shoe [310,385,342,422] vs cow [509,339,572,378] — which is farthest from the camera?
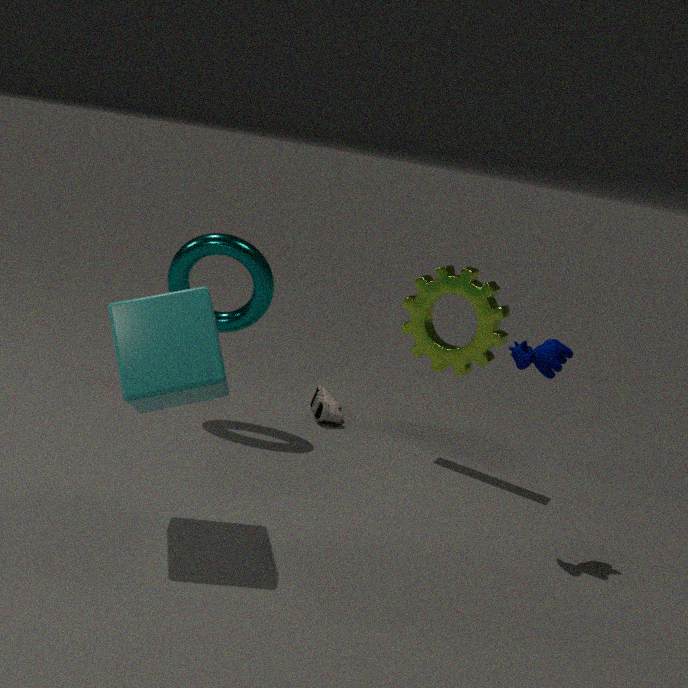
shoe [310,385,342,422]
